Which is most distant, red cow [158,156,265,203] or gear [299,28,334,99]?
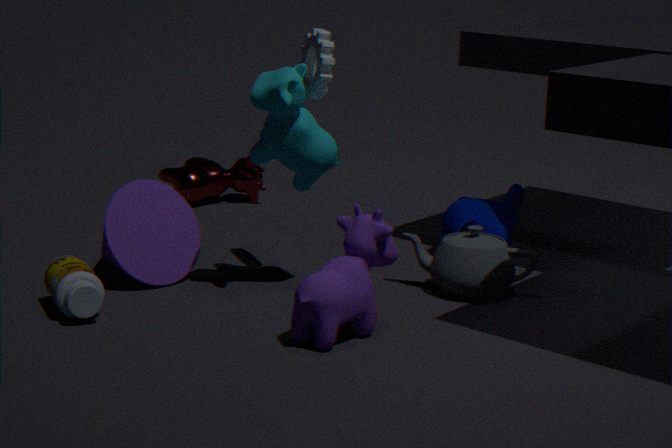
red cow [158,156,265,203]
